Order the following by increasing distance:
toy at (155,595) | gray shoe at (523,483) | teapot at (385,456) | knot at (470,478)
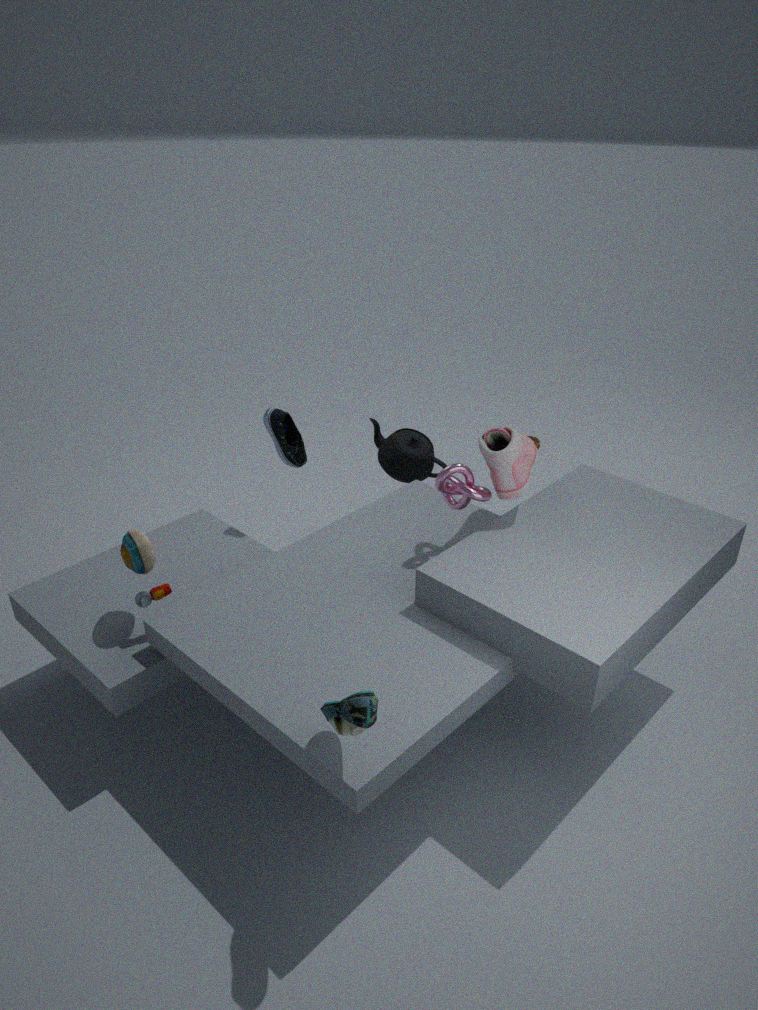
toy at (155,595)
gray shoe at (523,483)
knot at (470,478)
teapot at (385,456)
